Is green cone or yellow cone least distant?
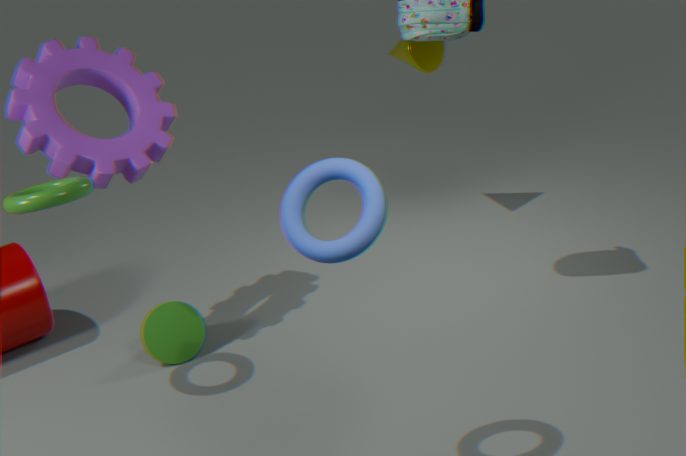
green cone
